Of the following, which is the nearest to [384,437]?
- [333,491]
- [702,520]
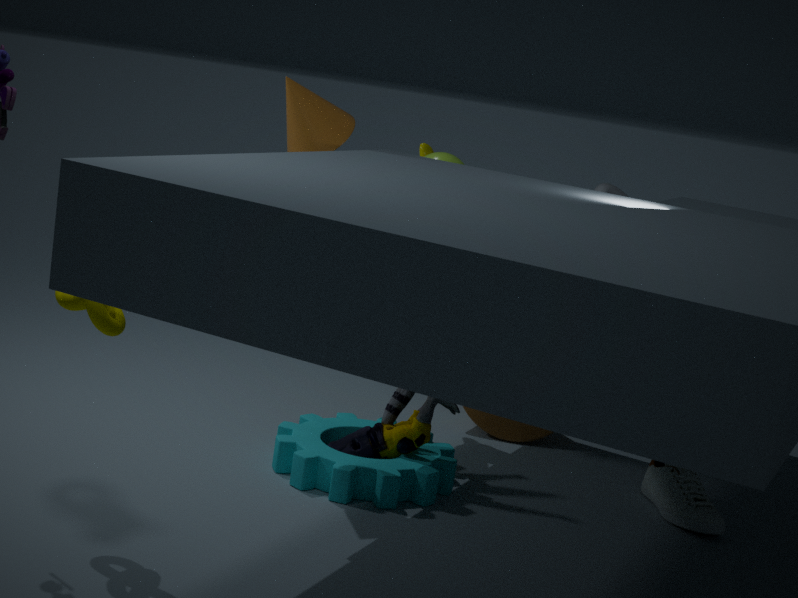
[333,491]
